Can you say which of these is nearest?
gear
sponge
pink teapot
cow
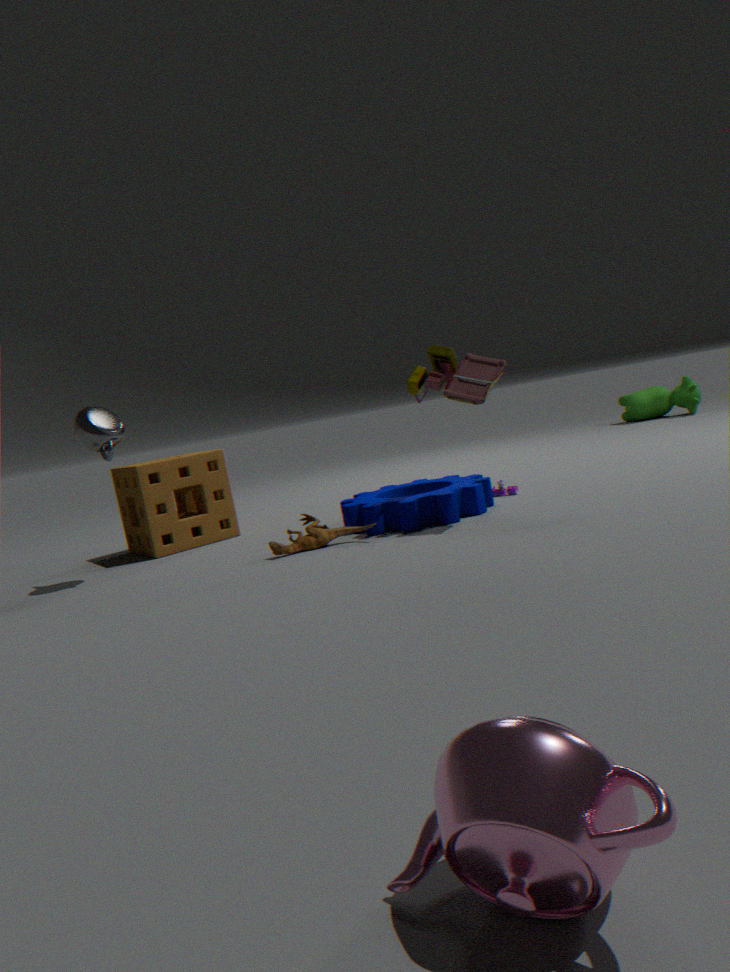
pink teapot
